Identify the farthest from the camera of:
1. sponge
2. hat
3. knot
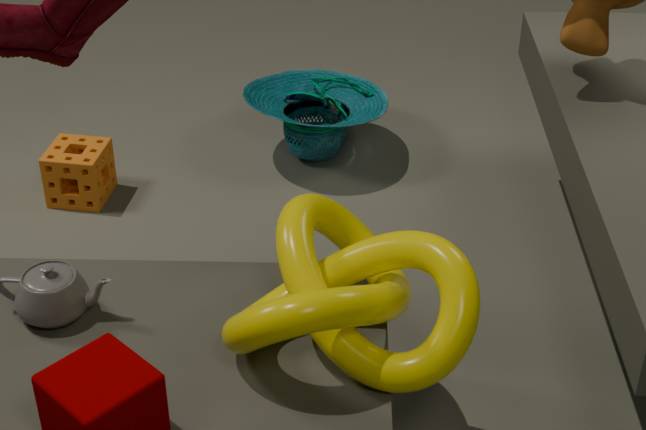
hat
